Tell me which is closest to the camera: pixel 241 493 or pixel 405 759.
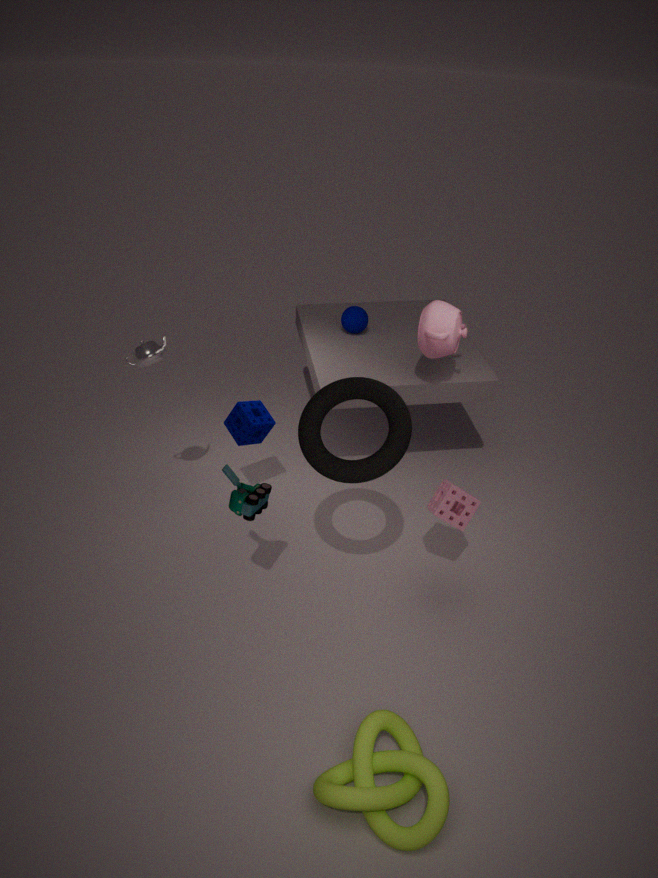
pixel 405 759
